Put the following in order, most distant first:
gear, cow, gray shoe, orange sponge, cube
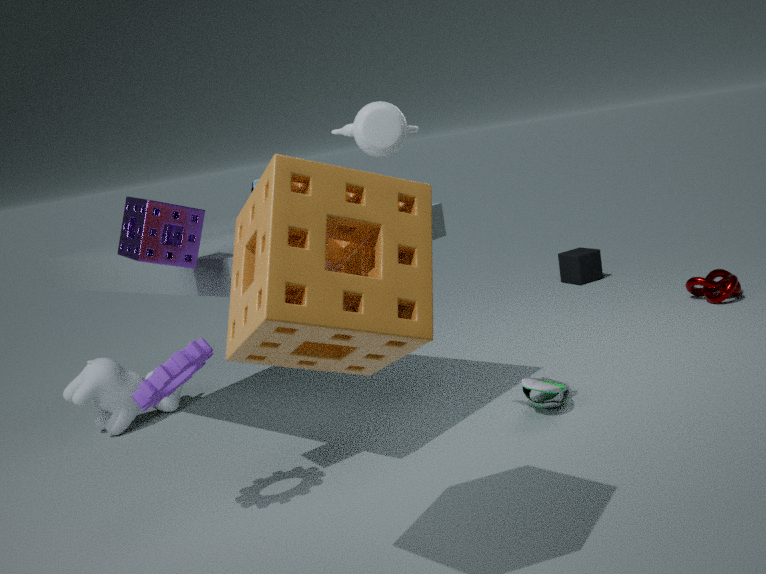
1. cube
2. cow
3. gray shoe
4. gear
5. orange sponge
